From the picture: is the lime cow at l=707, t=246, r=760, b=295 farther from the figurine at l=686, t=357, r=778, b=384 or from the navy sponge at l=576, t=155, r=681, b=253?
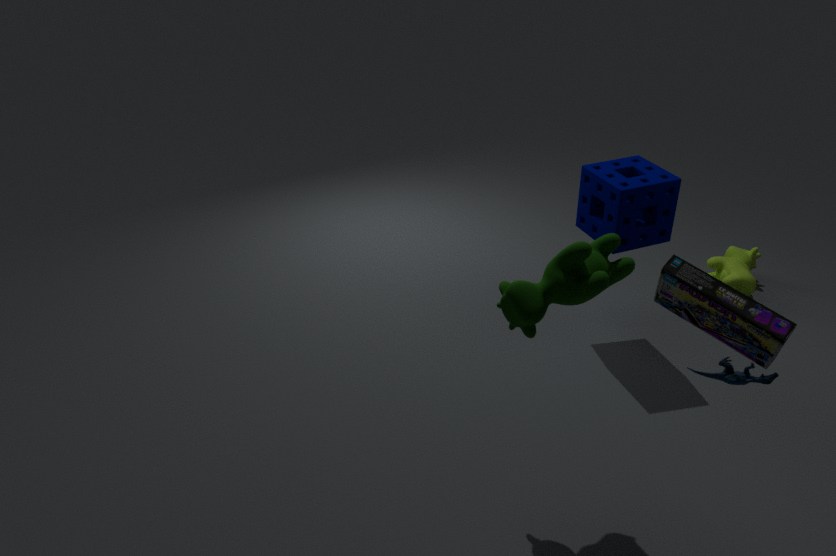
the figurine at l=686, t=357, r=778, b=384
